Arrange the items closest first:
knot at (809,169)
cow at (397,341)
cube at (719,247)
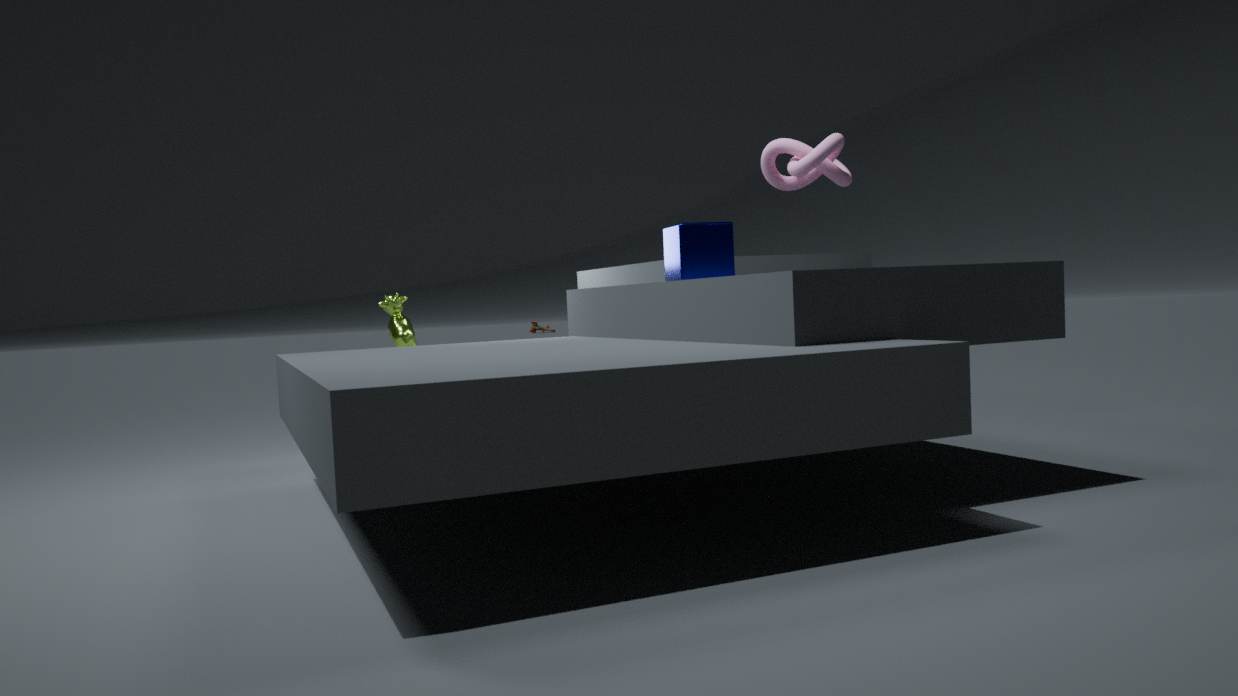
knot at (809,169) → cube at (719,247) → cow at (397,341)
